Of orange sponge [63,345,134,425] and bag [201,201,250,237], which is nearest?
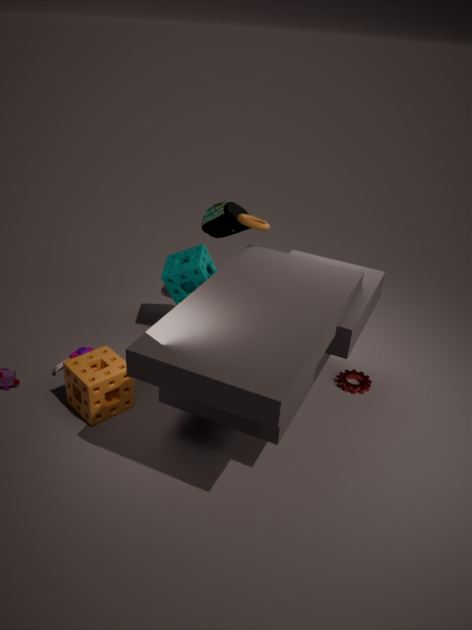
orange sponge [63,345,134,425]
